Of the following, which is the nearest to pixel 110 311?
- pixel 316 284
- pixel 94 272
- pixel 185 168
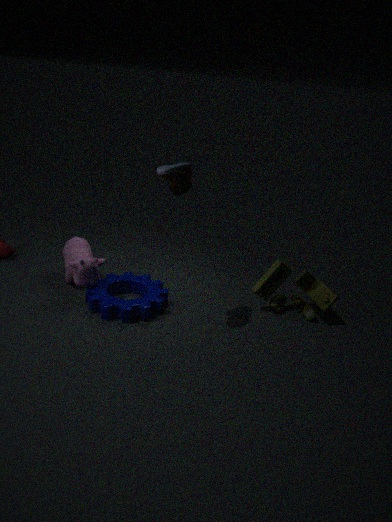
pixel 94 272
